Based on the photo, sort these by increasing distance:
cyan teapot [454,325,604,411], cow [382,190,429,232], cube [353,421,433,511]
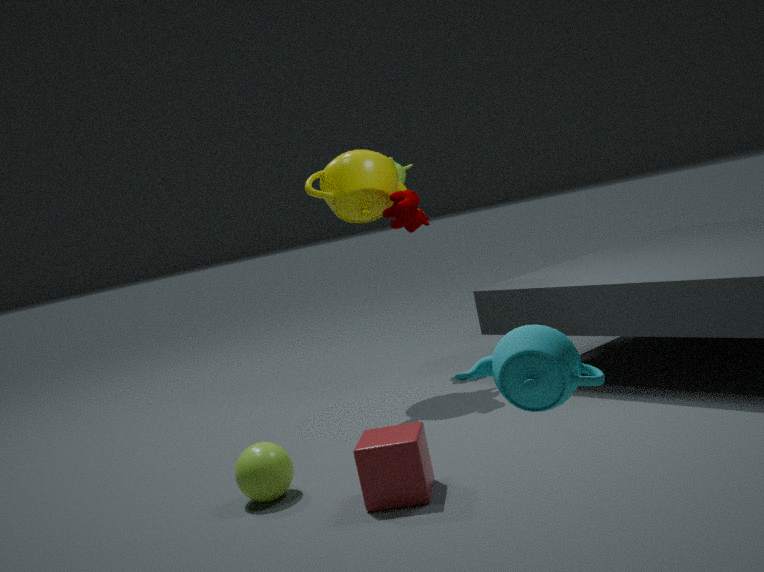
cyan teapot [454,325,604,411] → cube [353,421,433,511] → cow [382,190,429,232]
